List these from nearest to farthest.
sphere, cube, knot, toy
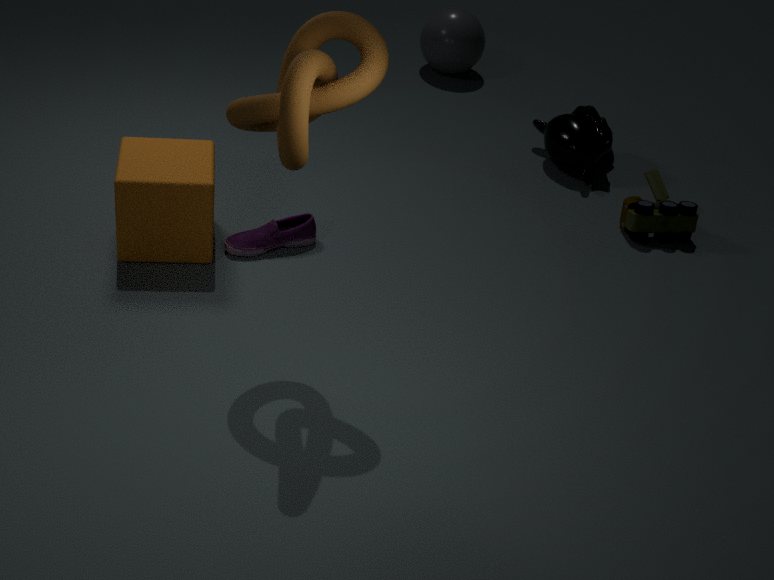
knot → cube → toy → sphere
